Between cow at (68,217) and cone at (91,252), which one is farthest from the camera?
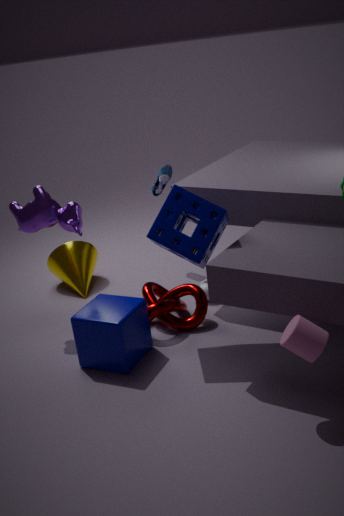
cone at (91,252)
